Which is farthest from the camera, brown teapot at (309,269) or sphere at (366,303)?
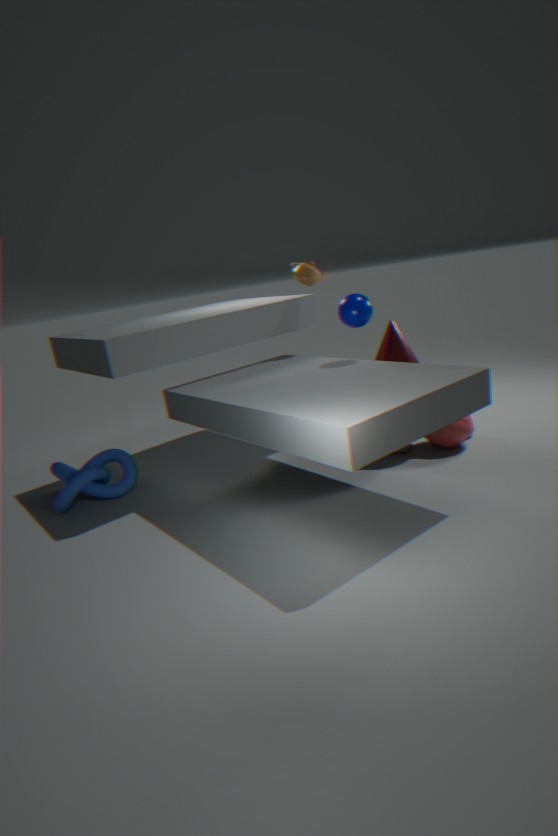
brown teapot at (309,269)
